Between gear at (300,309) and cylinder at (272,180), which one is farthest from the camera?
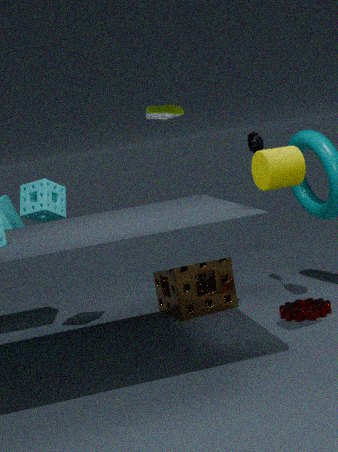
gear at (300,309)
